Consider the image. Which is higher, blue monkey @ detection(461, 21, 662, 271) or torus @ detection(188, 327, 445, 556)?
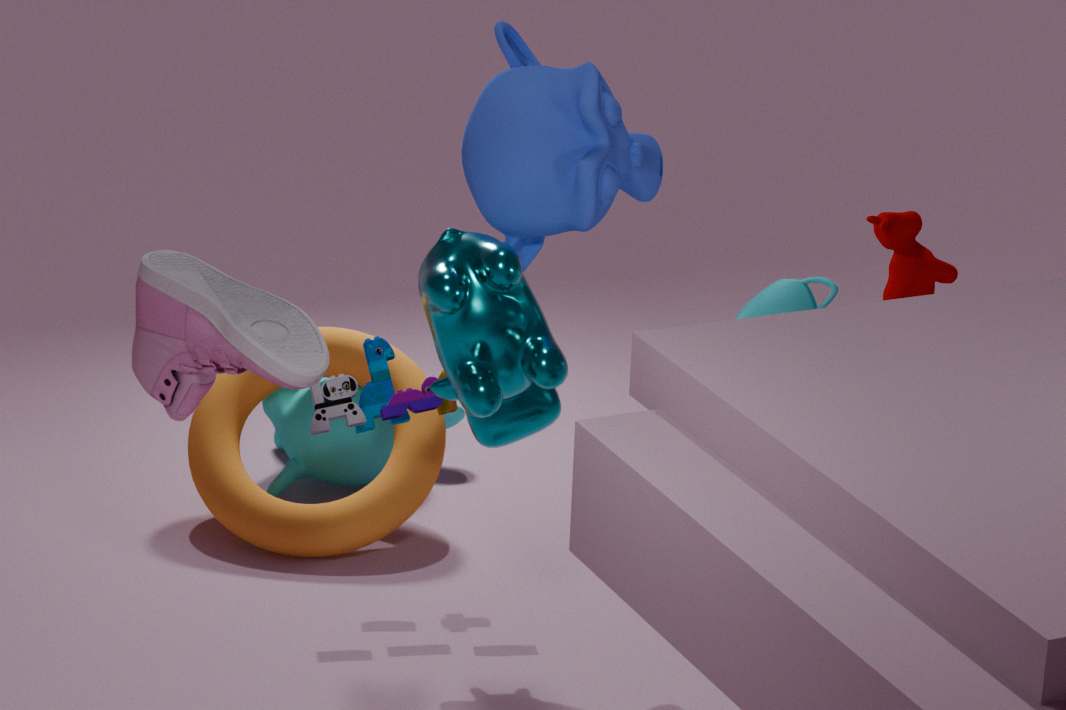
blue monkey @ detection(461, 21, 662, 271)
